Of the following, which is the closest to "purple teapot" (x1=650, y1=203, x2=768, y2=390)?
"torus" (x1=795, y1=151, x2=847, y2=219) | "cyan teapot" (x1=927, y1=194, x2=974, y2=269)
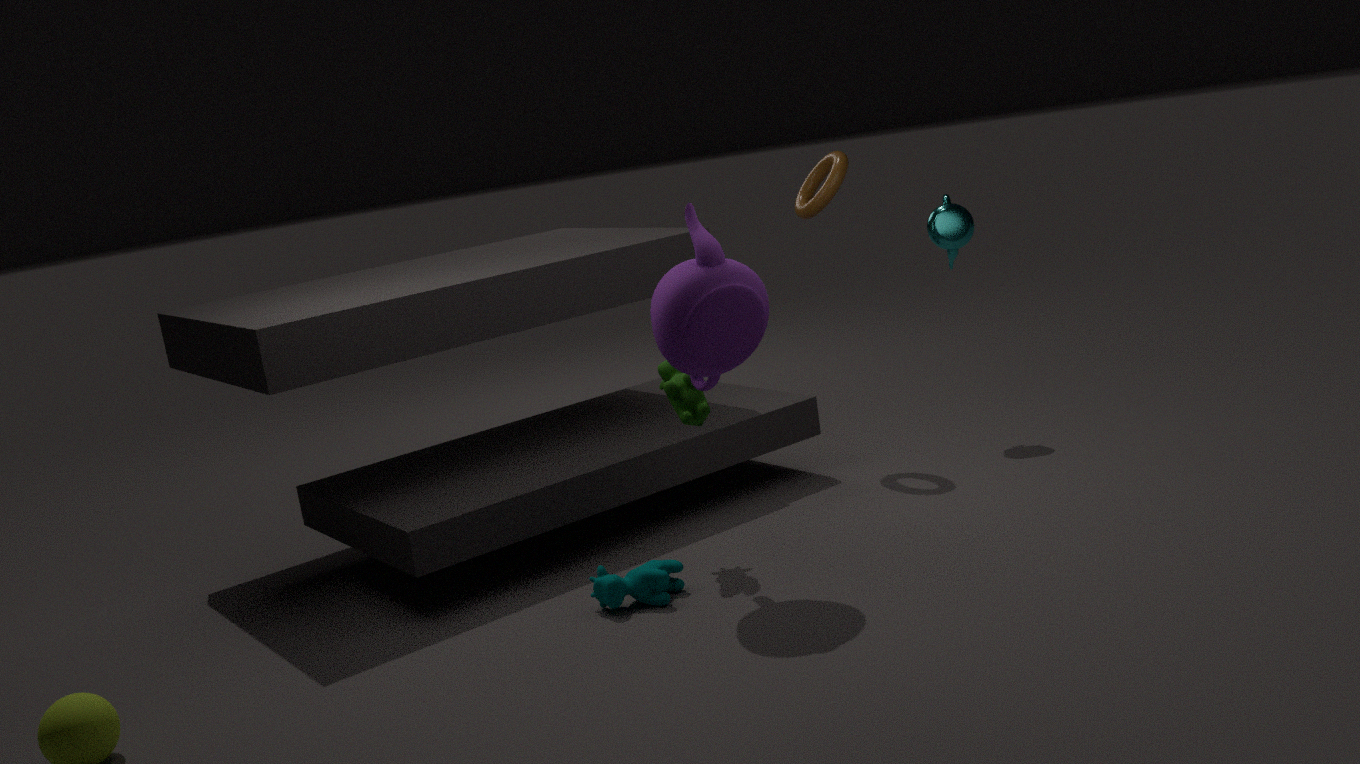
"torus" (x1=795, y1=151, x2=847, y2=219)
